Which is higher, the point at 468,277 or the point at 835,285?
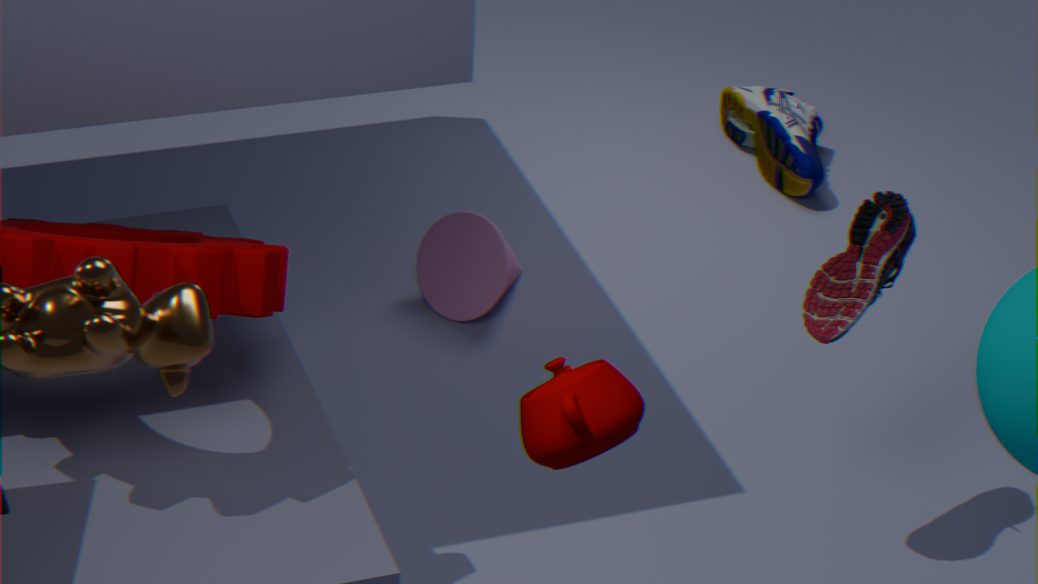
the point at 835,285
